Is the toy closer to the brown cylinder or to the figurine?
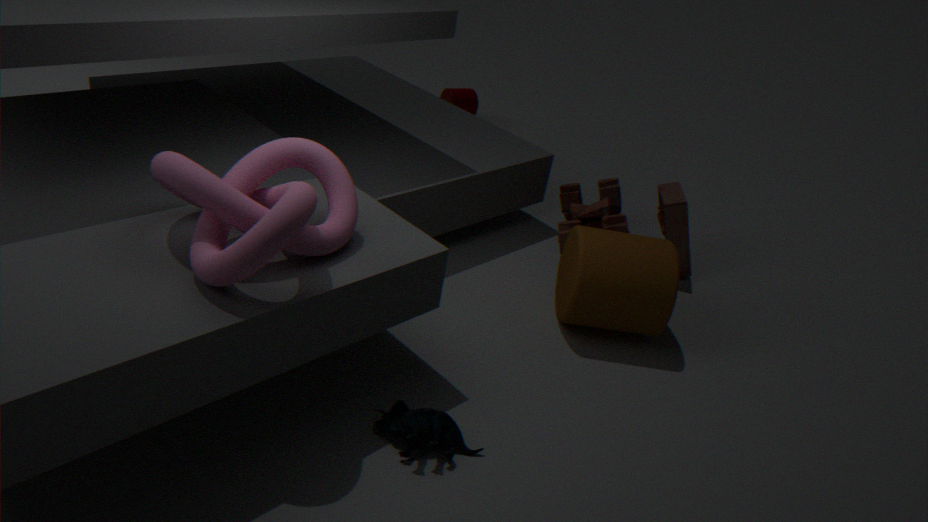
the brown cylinder
